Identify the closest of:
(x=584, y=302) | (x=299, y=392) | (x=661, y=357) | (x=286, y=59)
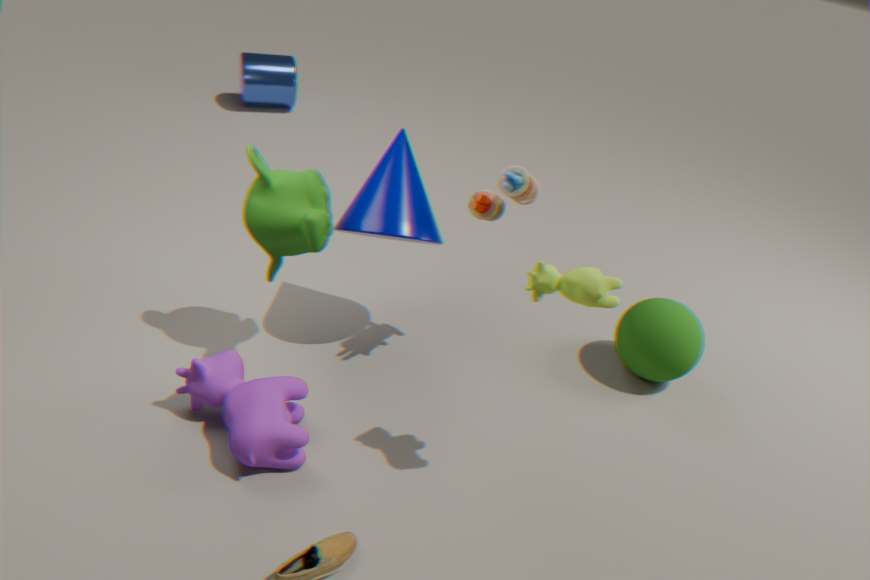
(x=584, y=302)
